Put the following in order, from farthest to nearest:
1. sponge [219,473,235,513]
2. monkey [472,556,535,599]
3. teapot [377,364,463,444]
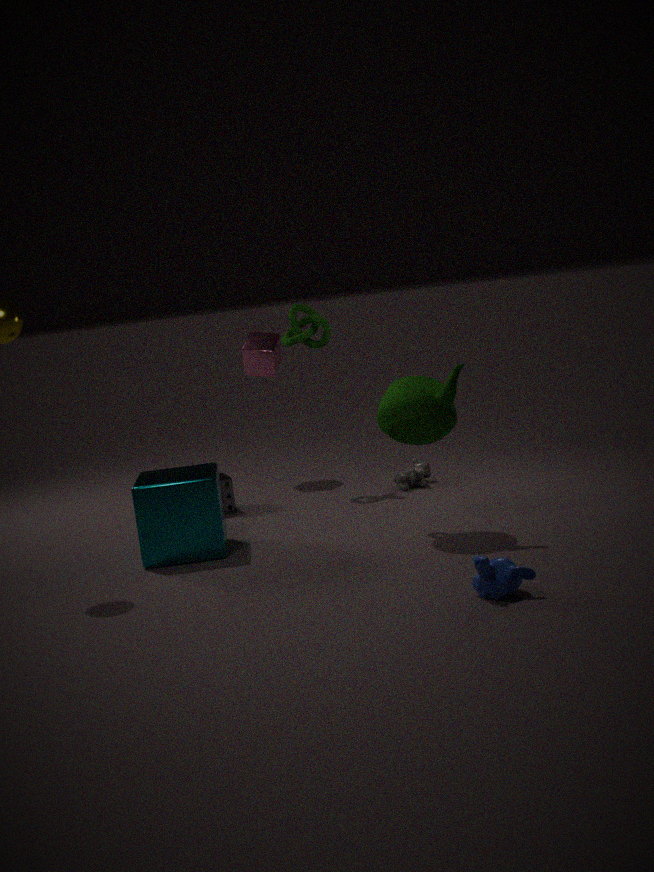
sponge [219,473,235,513] → teapot [377,364,463,444] → monkey [472,556,535,599]
